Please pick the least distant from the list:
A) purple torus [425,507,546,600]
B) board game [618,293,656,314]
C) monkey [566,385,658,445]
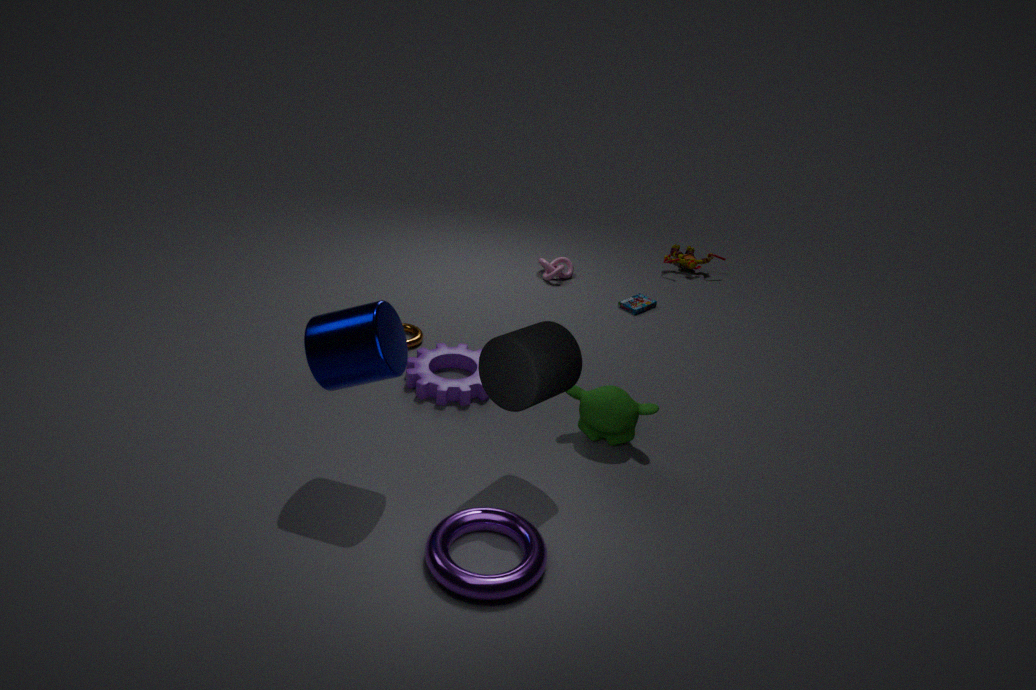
purple torus [425,507,546,600]
